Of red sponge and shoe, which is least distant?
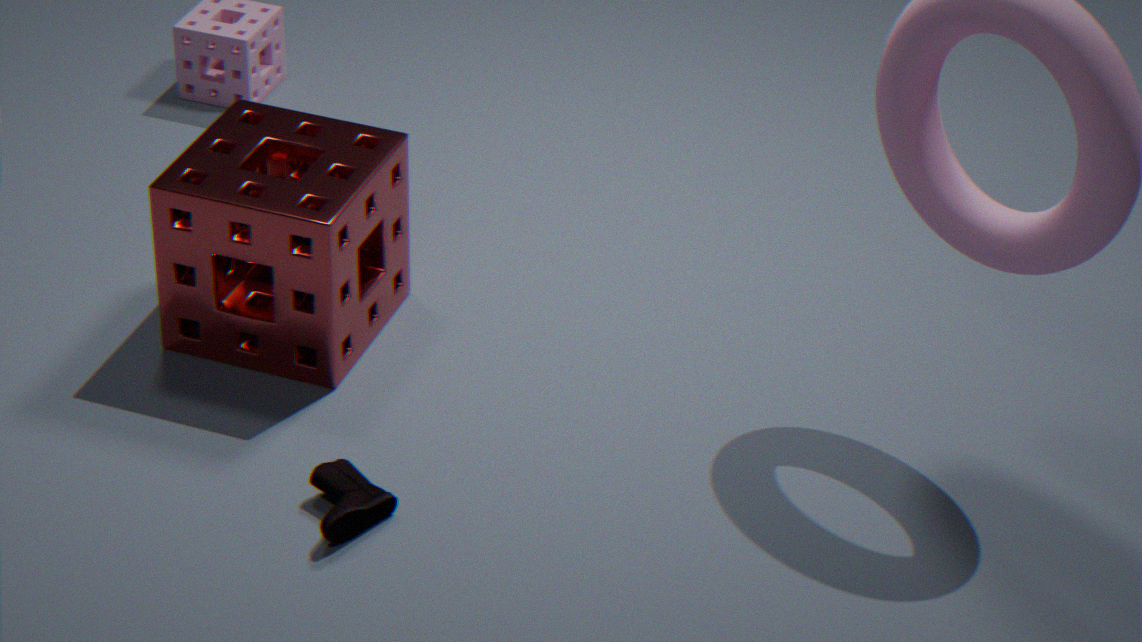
shoe
